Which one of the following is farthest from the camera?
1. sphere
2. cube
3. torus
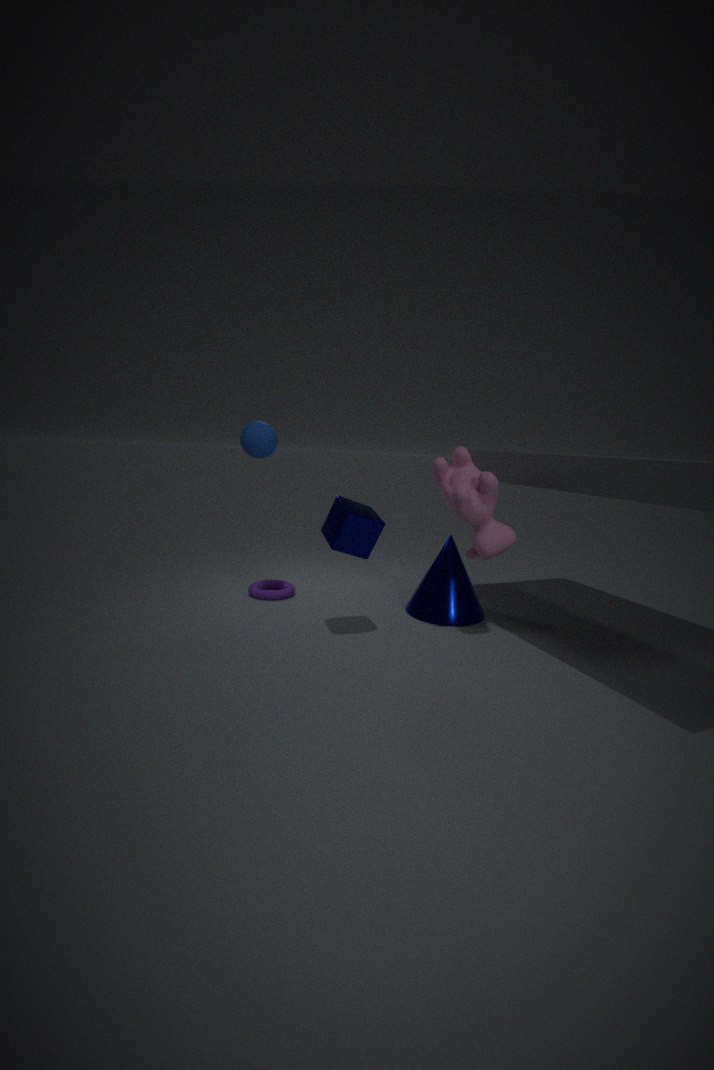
torus
